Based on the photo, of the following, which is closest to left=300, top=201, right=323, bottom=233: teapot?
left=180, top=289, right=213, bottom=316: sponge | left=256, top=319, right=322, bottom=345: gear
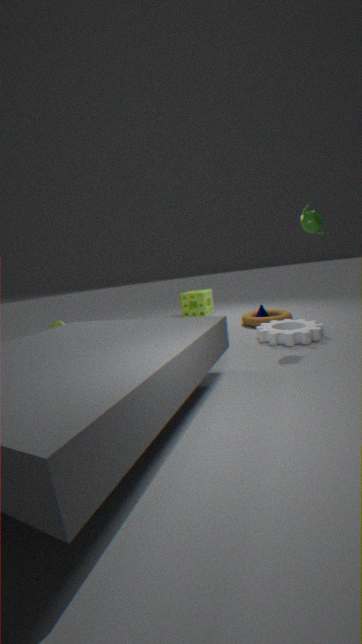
left=256, top=319, right=322, bottom=345: gear
